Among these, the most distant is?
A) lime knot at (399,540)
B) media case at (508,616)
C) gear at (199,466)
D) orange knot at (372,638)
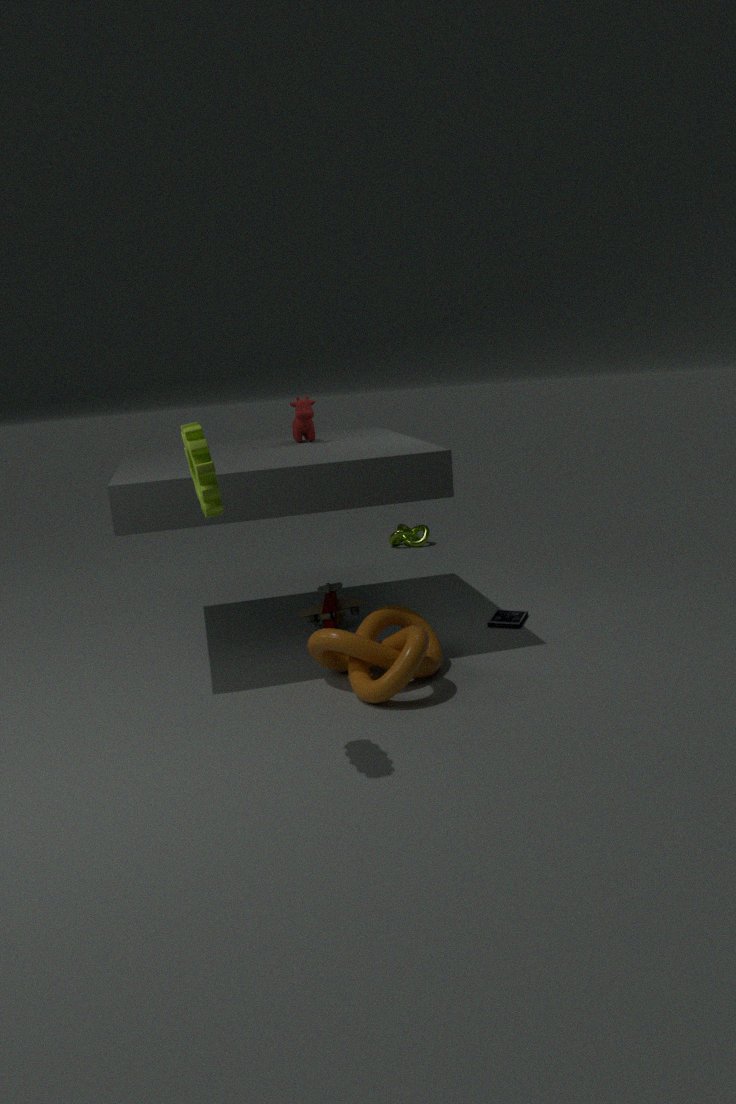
lime knot at (399,540)
